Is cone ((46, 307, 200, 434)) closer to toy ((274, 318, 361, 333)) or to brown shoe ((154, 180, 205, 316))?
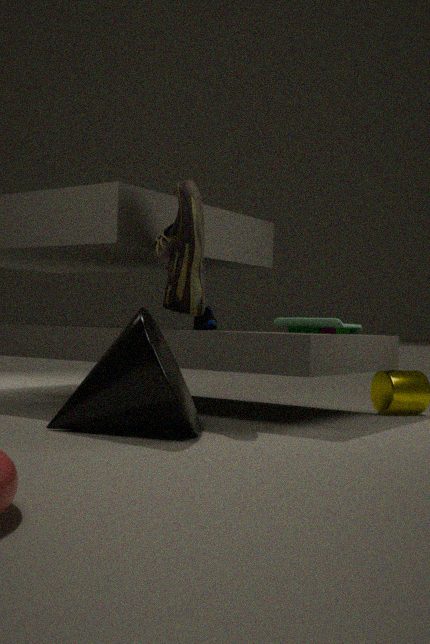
brown shoe ((154, 180, 205, 316))
